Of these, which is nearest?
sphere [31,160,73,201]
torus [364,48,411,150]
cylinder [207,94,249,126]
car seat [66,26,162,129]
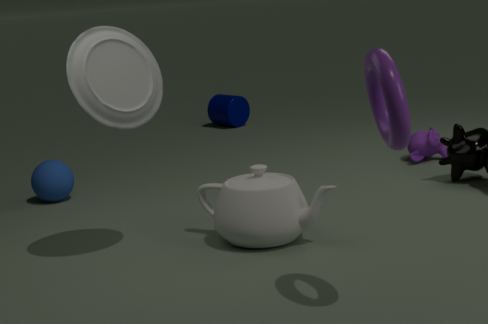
torus [364,48,411,150]
